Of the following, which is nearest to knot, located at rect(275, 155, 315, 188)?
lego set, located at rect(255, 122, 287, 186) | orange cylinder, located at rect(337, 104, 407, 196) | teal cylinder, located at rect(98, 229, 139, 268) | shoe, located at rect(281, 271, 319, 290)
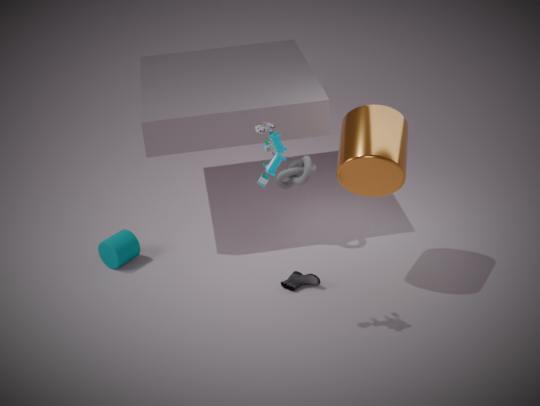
orange cylinder, located at rect(337, 104, 407, 196)
